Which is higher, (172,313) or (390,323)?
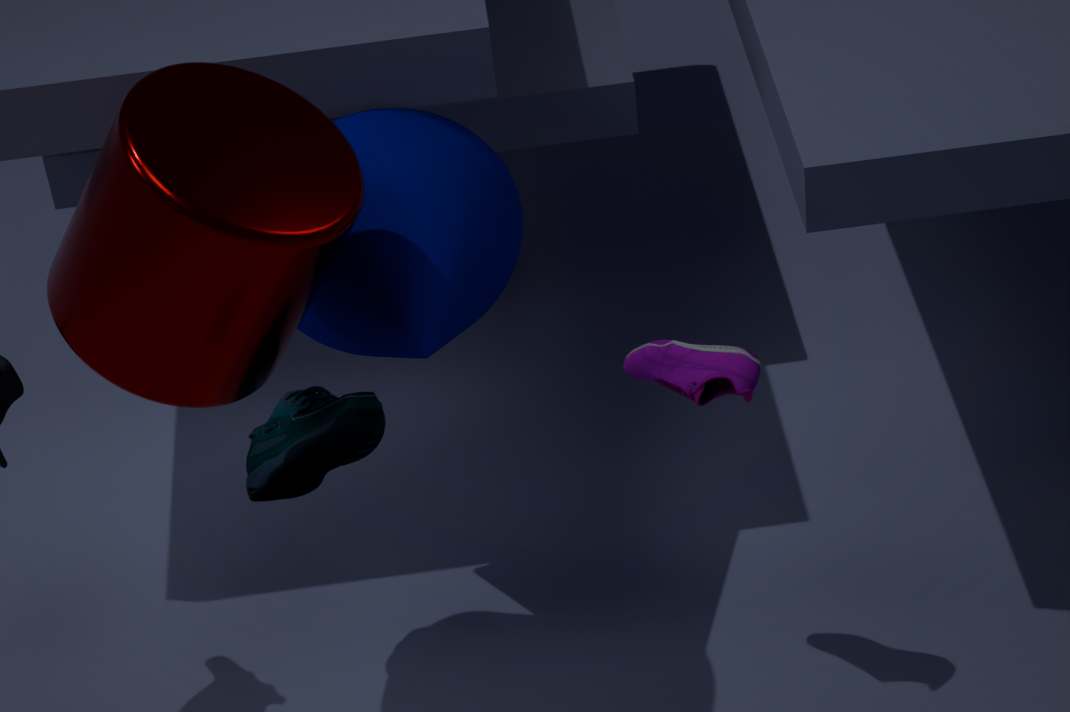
(172,313)
